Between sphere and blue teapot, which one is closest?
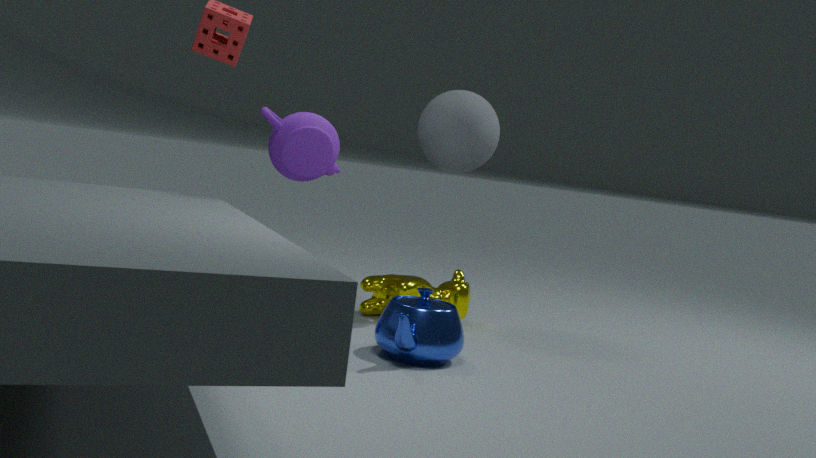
blue teapot
